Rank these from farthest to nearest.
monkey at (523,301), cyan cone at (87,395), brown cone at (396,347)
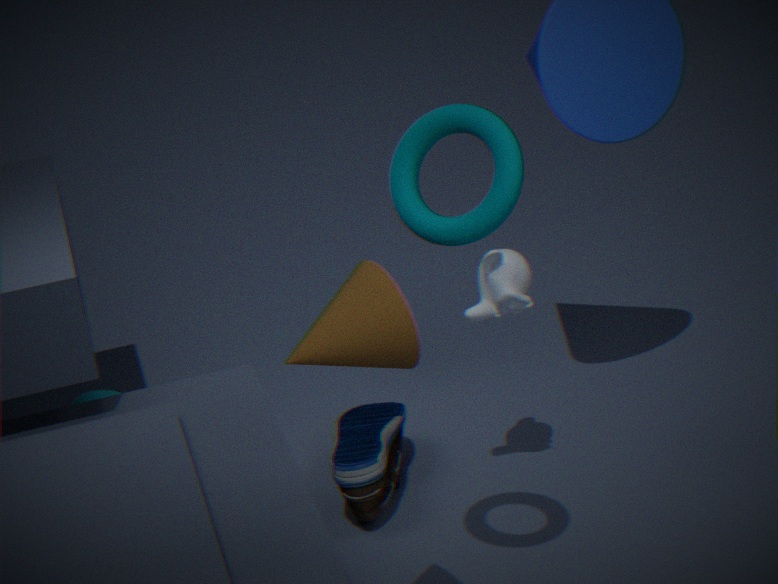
cyan cone at (87,395) < monkey at (523,301) < brown cone at (396,347)
